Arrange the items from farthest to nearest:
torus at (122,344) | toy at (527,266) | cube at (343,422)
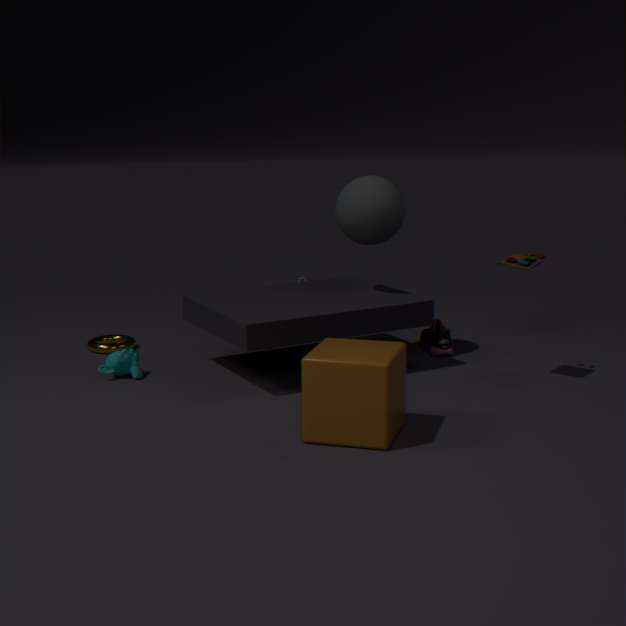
torus at (122,344) → toy at (527,266) → cube at (343,422)
